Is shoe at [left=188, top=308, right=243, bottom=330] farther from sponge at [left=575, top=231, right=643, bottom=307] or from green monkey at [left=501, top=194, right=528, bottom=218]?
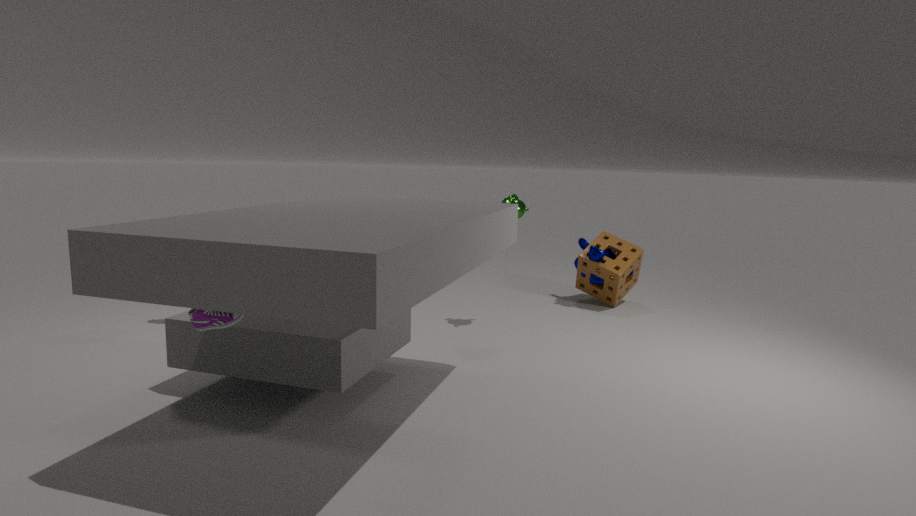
sponge at [left=575, top=231, right=643, bottom=307]
